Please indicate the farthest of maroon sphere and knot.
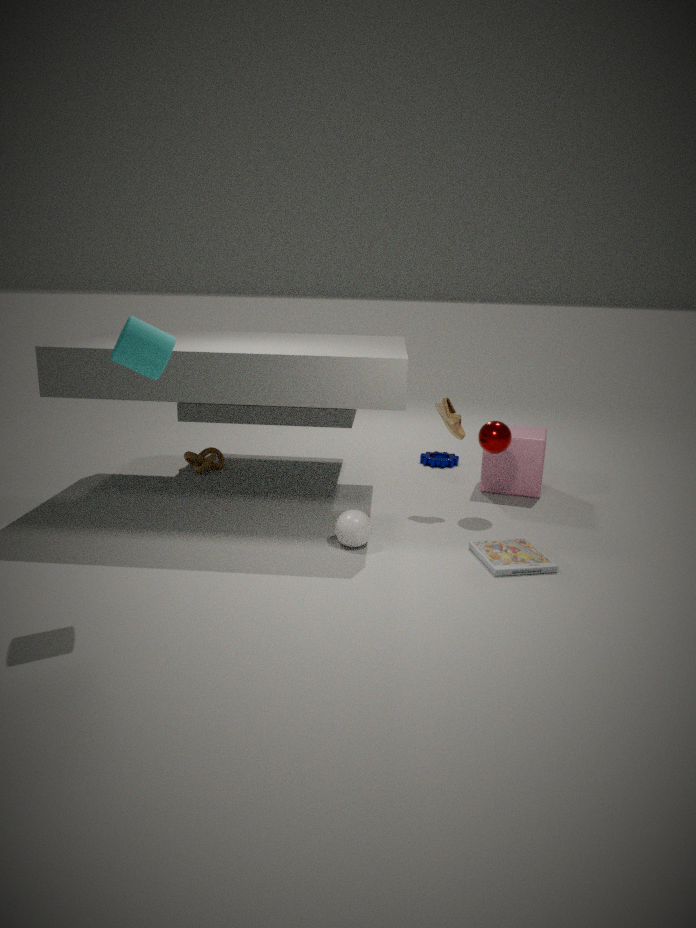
knot
